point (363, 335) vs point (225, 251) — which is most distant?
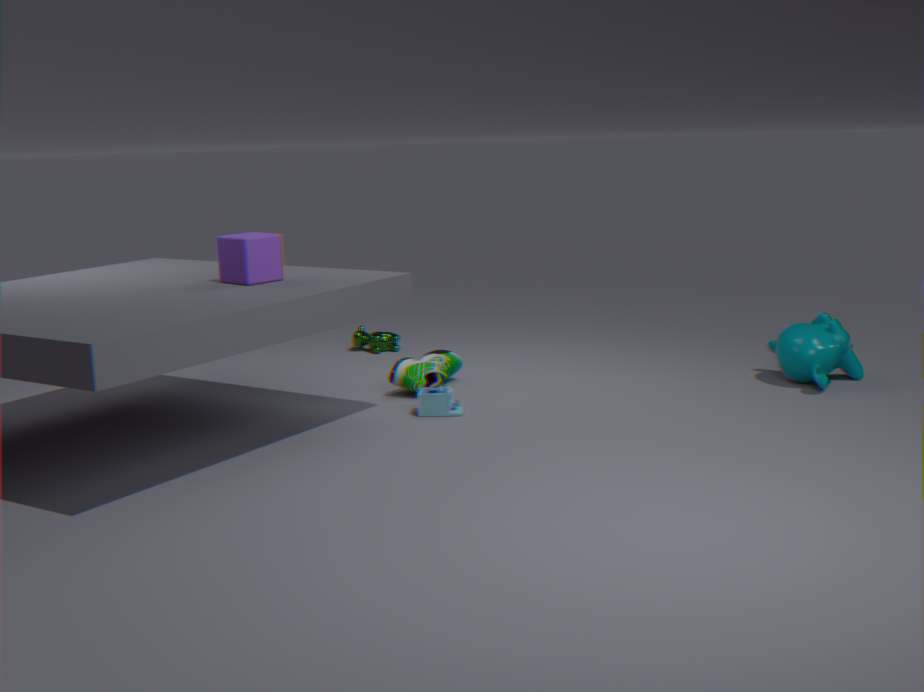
point (363, 335)
